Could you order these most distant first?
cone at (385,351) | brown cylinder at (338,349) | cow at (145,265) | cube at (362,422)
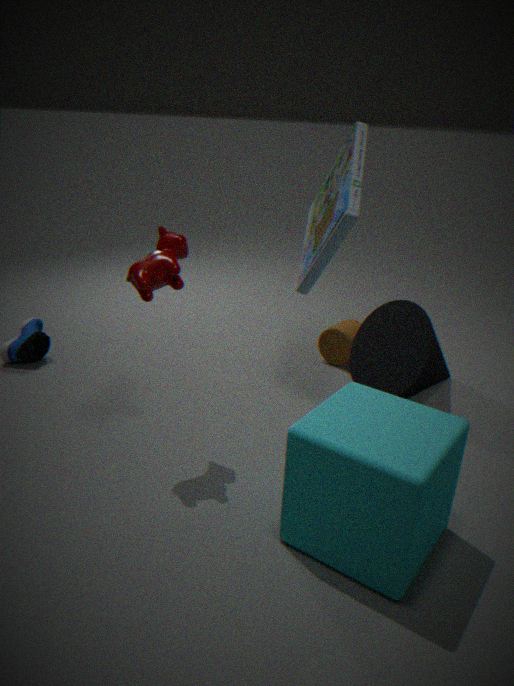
brown cylinder at (338,349)
cone at (385,351)
cow at (145,265)
cube at (362,422)
